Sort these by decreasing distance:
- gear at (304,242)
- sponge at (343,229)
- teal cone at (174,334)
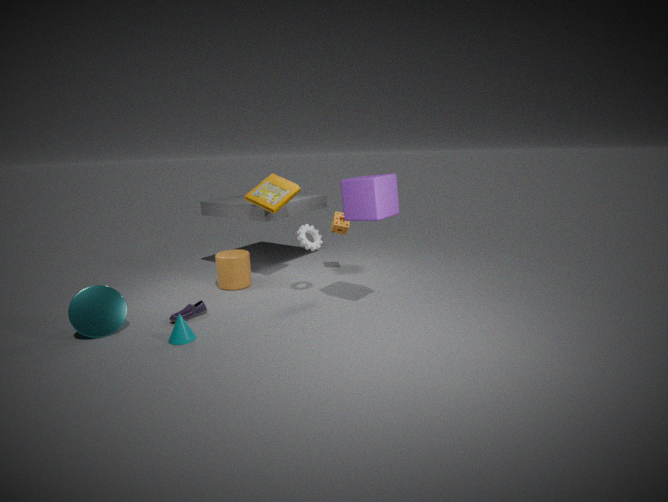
sponge at (343,229), gear at (304,242), teal cone at (174,334)
